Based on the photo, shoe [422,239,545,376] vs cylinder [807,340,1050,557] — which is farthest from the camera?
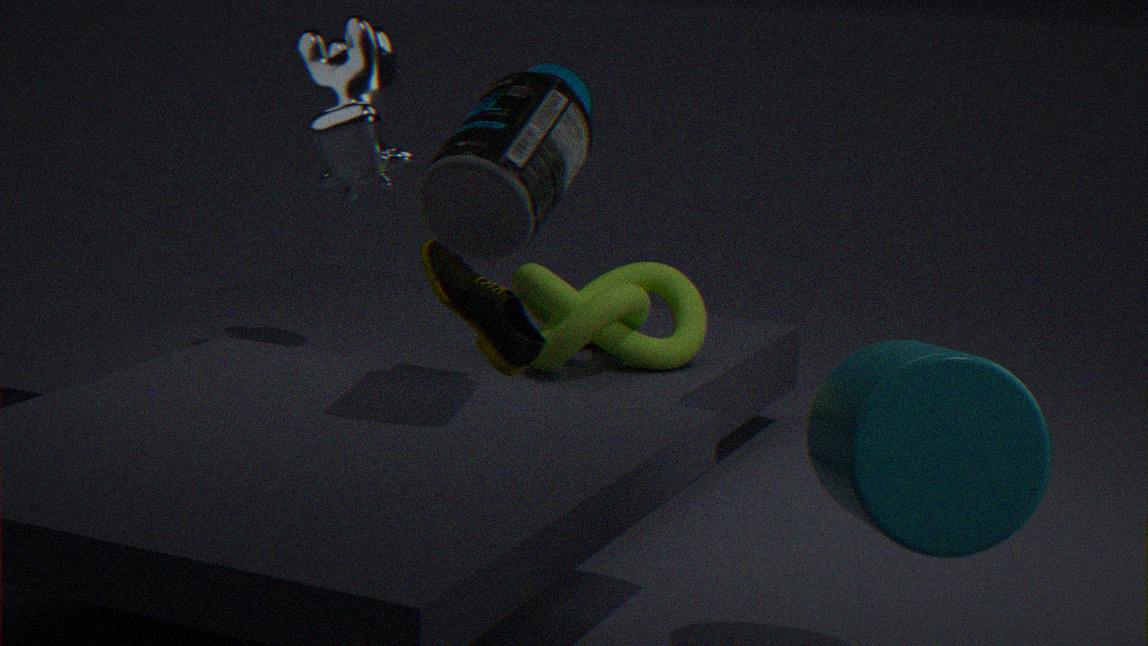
shoe [422,239,545,376]
